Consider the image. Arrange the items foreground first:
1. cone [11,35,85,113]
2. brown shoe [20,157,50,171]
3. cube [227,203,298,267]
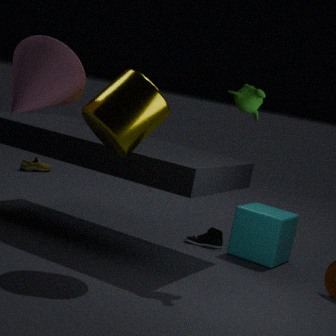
cone [11,35,85,113], cube [227,203,298,267], brown shoe [20,157,50,171]
